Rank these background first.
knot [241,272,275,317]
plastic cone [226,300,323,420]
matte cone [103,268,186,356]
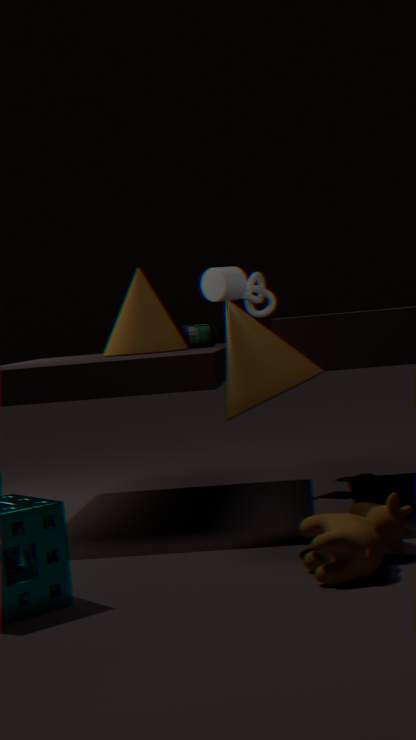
knot [241,272,275,317]
matte cone [103,268,186,356]
plastic cone [226,300,323,420]
